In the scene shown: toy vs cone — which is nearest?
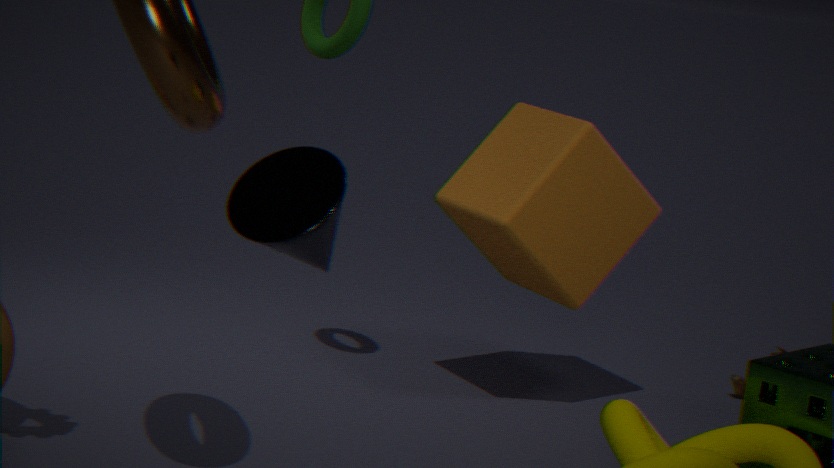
cone
